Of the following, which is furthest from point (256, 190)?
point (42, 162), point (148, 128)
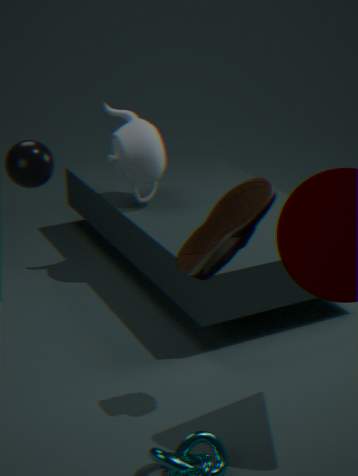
point (148, 128)
